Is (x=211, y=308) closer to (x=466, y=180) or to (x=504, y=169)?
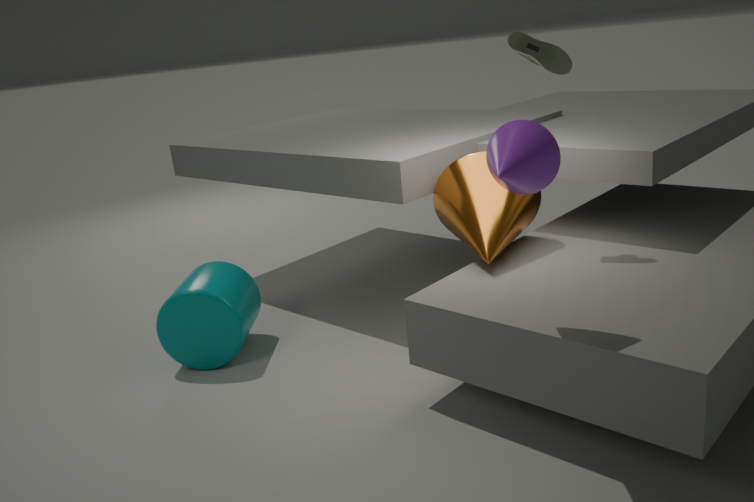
(x=466, y=180)
